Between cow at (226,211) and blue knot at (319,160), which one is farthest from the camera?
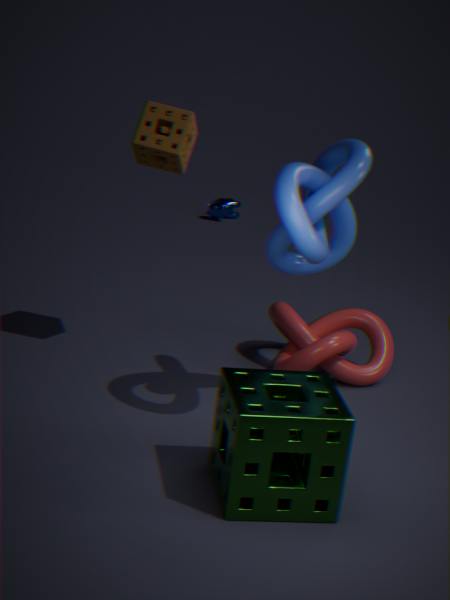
cow at (226,211)
